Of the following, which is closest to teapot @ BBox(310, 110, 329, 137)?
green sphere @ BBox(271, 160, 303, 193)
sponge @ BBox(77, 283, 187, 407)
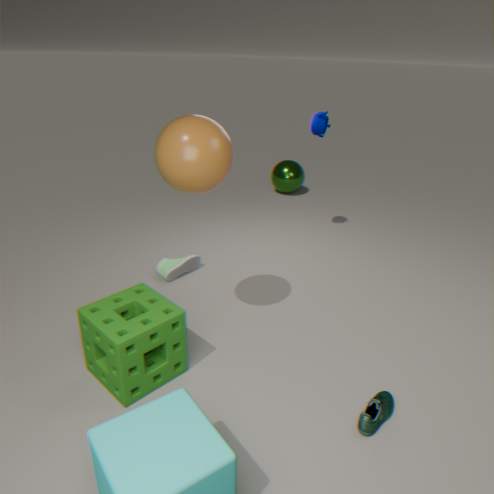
green sphere @ BBox(271, 160, 303, 193)
